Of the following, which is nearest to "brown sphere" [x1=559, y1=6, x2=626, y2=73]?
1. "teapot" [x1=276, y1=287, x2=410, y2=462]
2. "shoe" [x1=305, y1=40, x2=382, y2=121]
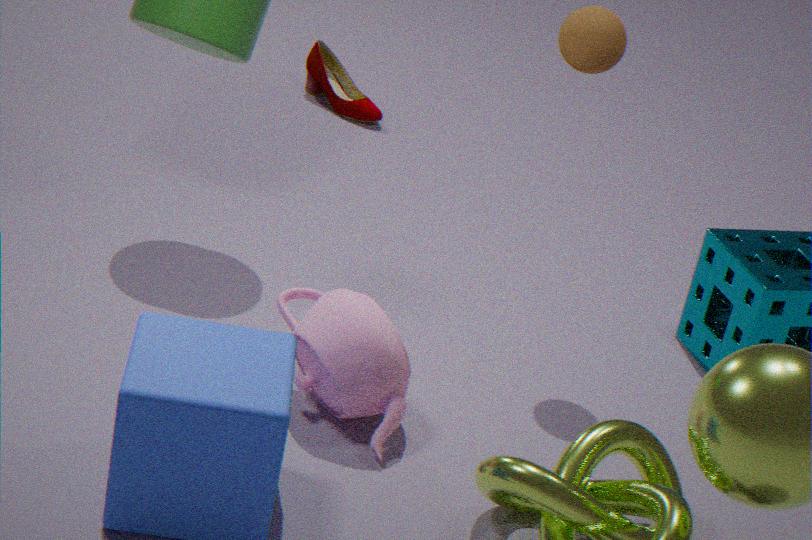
"teapot" [x1=276, y1=287, x2=410, y2=462]
